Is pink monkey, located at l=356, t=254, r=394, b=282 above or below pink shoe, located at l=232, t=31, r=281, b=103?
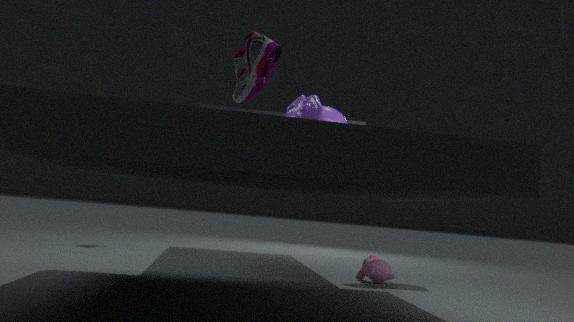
below
